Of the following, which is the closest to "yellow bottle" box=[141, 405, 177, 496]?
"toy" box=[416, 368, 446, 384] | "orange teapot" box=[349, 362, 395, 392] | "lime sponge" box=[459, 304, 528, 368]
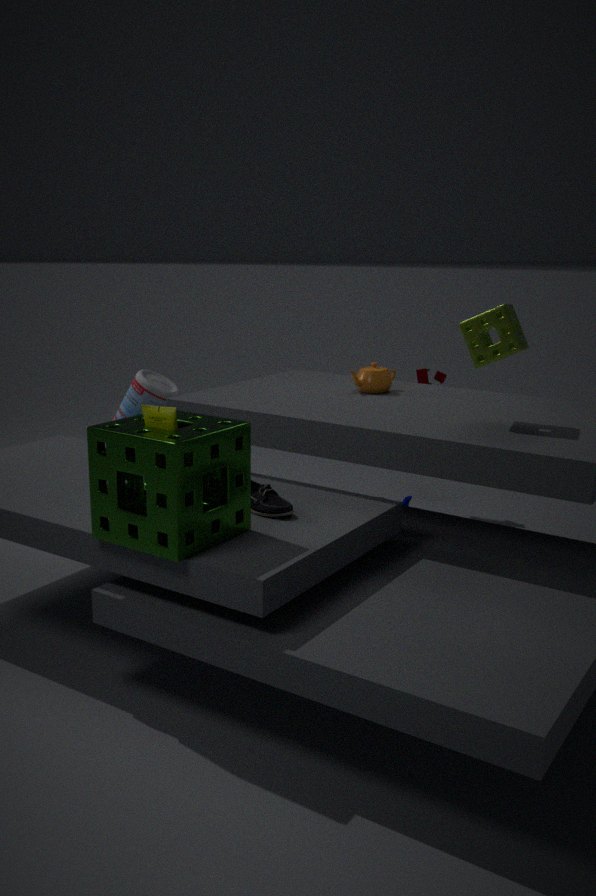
"lime sponge" box=[459, 304, 528, 368]
